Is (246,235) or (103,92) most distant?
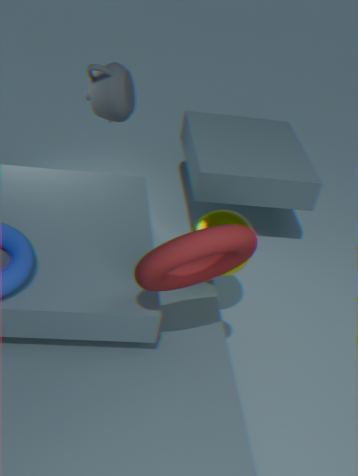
(103,92)
